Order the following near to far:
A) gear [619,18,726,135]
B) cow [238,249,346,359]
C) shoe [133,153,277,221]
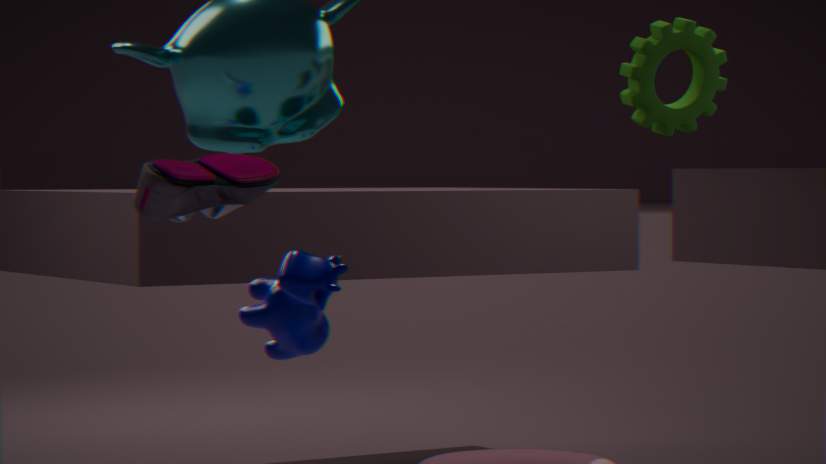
C. shoe [133,153,277,221], B. cow [238,249,346,359], A. gear [619,18,726,135]
